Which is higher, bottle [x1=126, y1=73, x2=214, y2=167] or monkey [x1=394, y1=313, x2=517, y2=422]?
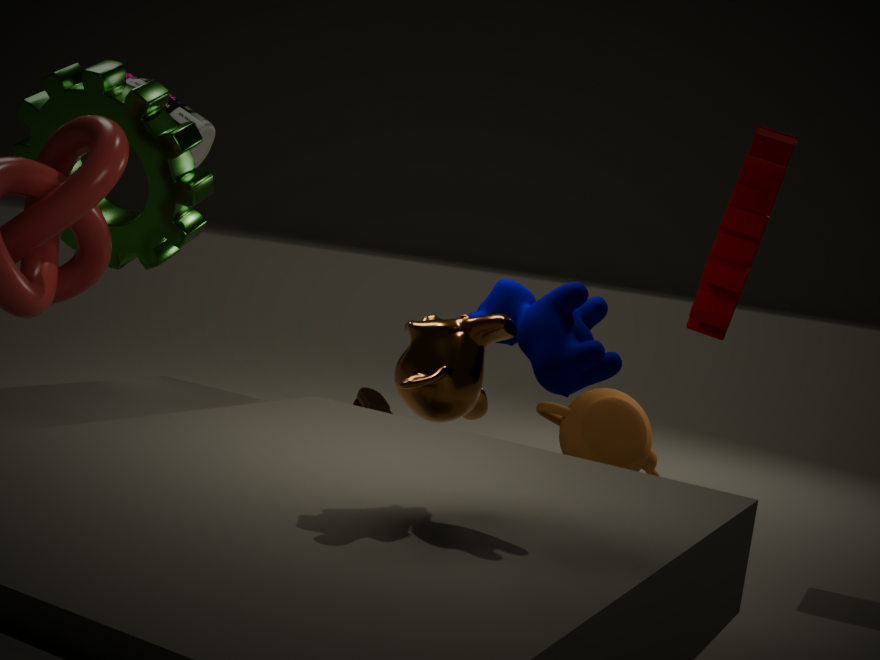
bottle [x1=126, y1=73, x2=214, y2=167]
